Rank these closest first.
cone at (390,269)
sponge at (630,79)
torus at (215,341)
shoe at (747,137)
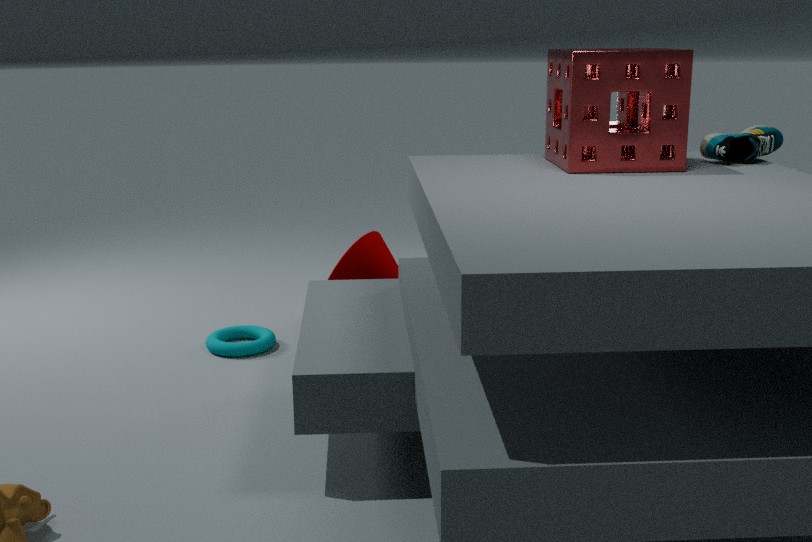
1. sponge at (630,79)
2. shoe at (747,137)
3. torus at (215,341)
4. cone at (390,269)
